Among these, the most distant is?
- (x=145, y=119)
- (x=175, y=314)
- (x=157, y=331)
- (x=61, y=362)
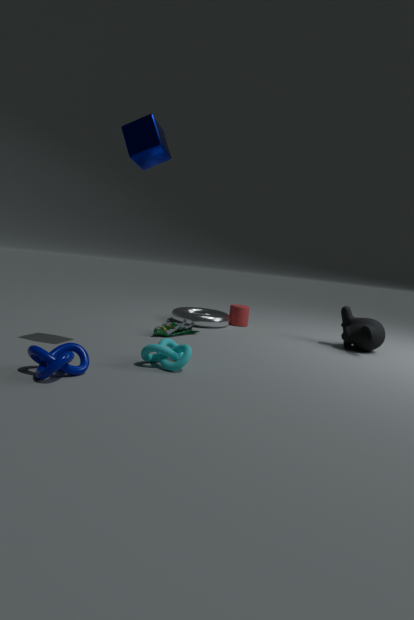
(x=175, y=314)
